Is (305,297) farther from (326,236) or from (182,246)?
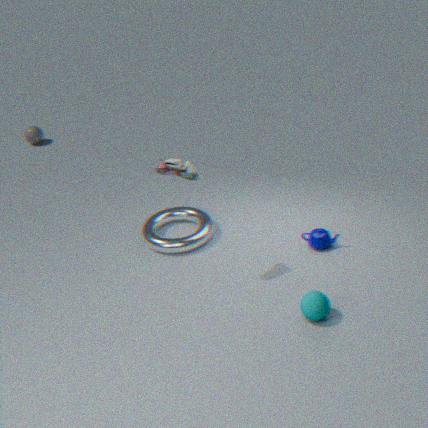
(182,246)
